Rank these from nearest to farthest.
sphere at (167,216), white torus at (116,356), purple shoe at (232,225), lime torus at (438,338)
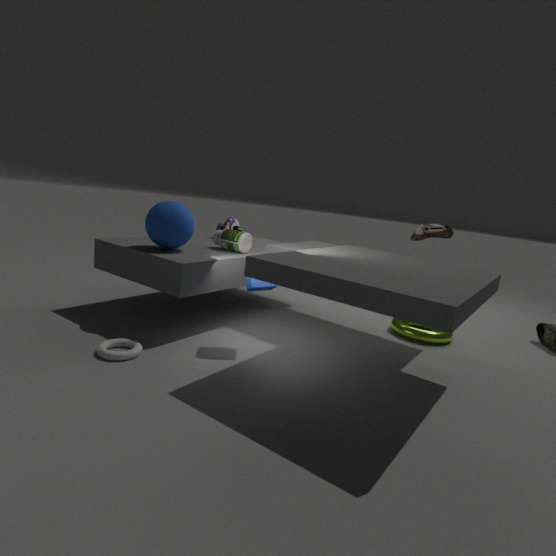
white torus at (116,356), sphere at (167,216), lime torus at (438,338), purple shoe at (232,225)
